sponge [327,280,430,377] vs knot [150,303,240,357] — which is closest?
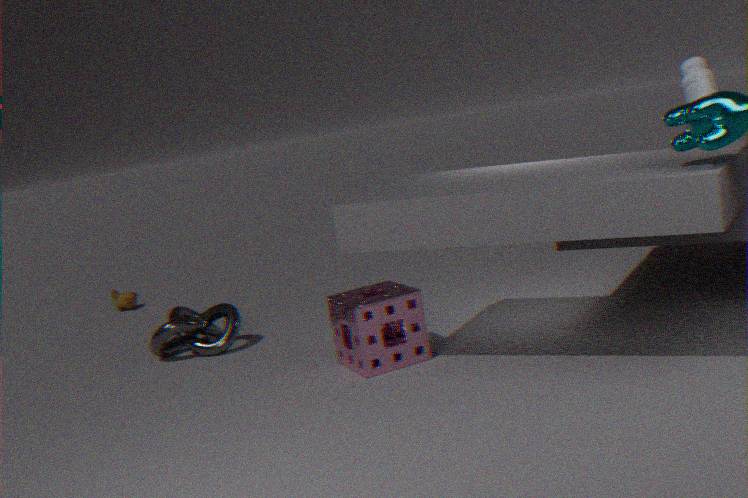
sponge [327,280,430,377]
